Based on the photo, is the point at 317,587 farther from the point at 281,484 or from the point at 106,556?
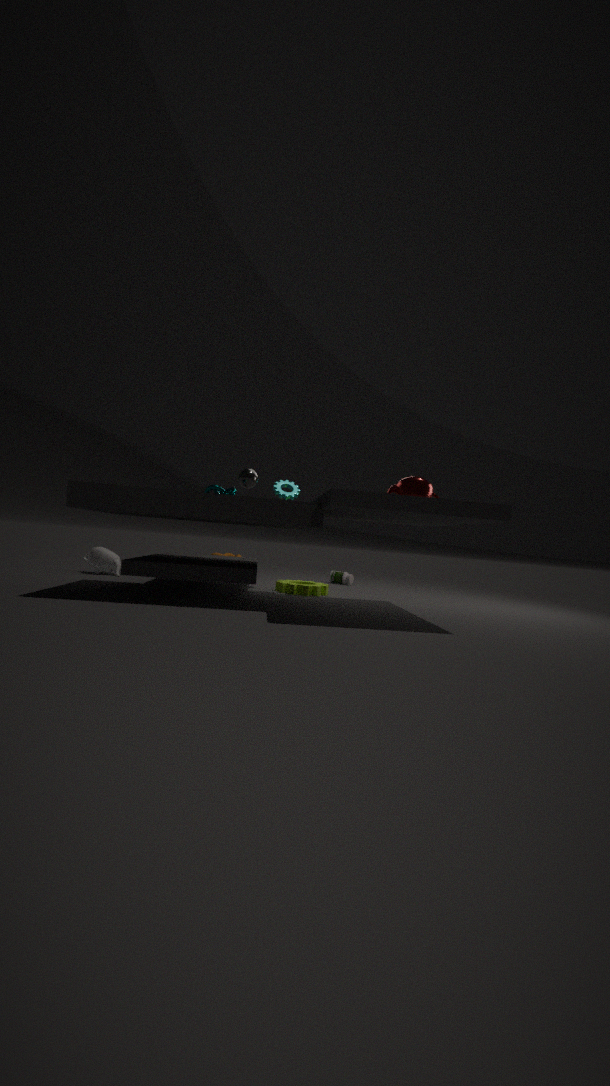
the point at 106,556
